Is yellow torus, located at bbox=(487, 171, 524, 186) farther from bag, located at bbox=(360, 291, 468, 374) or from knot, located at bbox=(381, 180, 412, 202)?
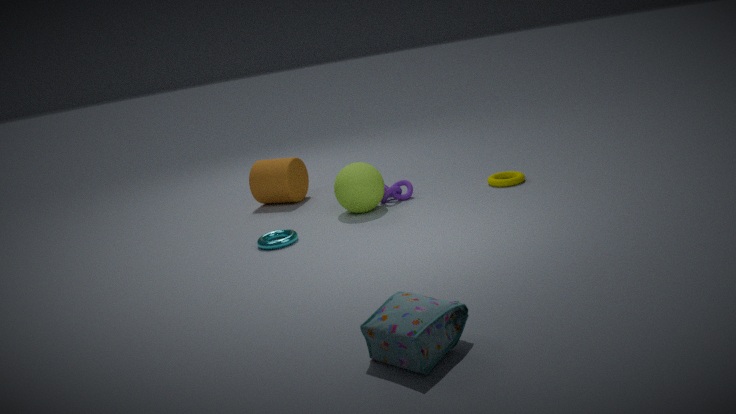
bag, located at bbox=(360, 291, 468, 374)
